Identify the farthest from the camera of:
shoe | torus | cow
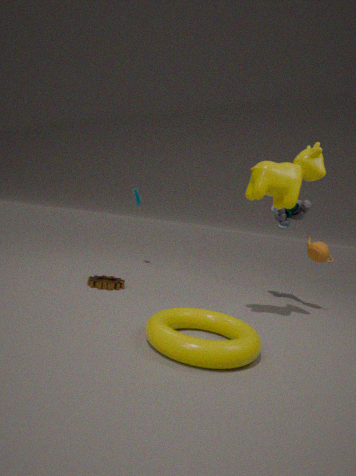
shoe
